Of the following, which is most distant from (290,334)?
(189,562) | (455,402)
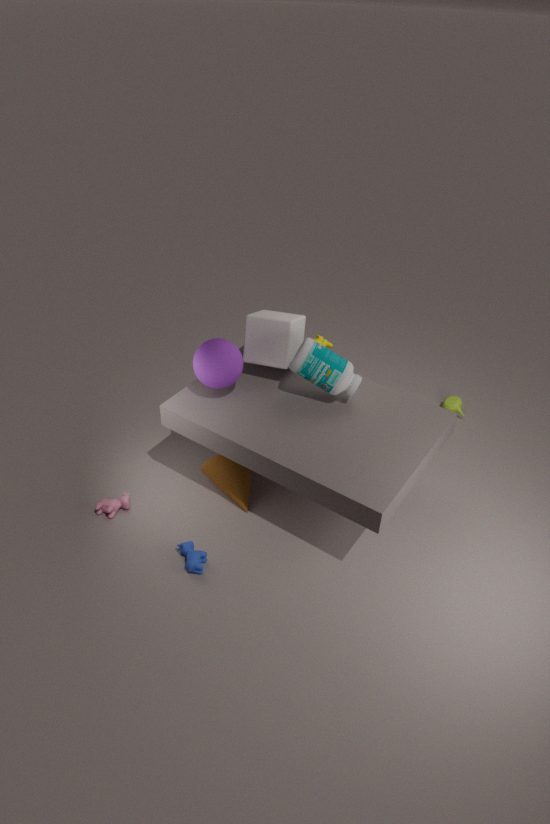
(455,402)
